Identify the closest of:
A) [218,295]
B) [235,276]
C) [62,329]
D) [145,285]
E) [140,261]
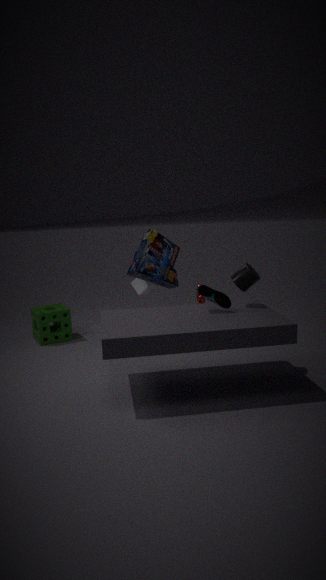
[218,295]
